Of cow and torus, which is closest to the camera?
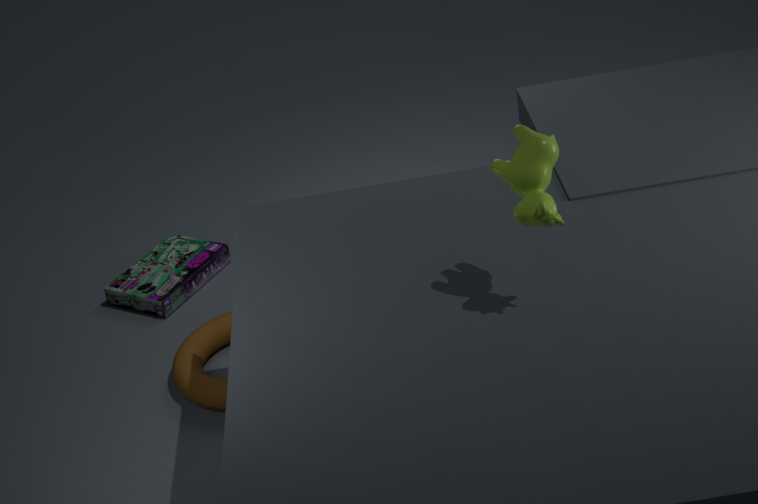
cow
